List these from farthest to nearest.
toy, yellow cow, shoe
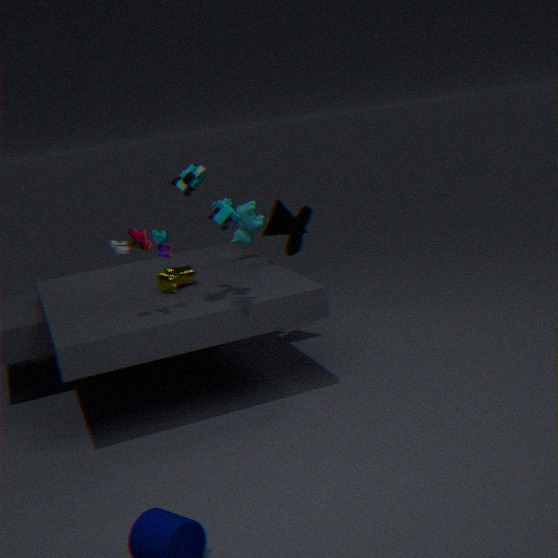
shoe
yellow cow
toy
